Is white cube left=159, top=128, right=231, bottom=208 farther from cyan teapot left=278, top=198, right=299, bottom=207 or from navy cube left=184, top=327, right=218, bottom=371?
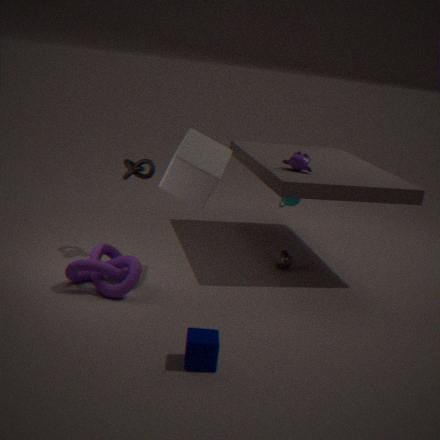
navy cube left=184, top=327, right=218, bottom=371
